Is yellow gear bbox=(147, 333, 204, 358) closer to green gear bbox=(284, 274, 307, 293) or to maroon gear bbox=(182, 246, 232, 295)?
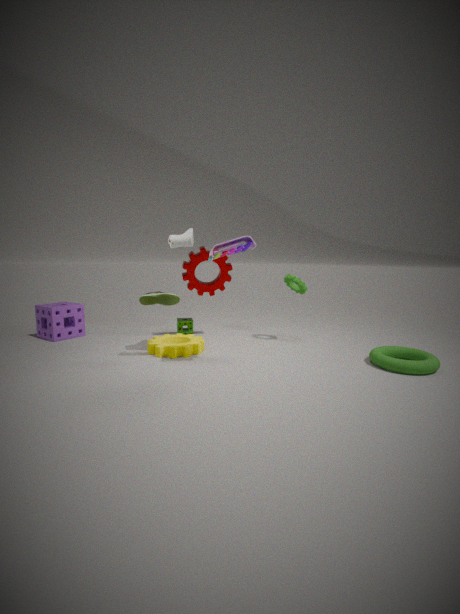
maroon gear bbox=(182, 246, 232, 295)
